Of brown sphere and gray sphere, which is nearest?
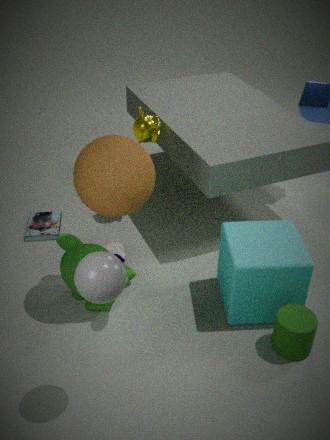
gray sphere
